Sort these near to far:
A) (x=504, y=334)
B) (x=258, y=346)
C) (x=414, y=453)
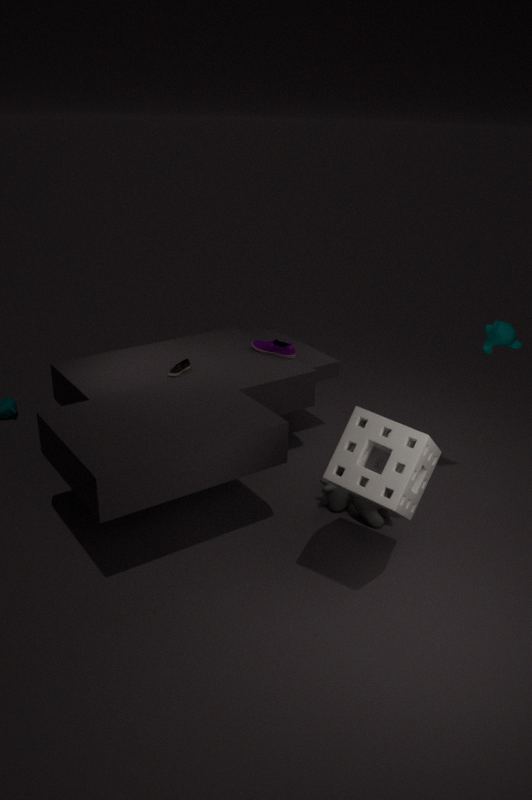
1. (x=414, y=453)
2. (x=504, y=334)
3. (x=258, y=346)
